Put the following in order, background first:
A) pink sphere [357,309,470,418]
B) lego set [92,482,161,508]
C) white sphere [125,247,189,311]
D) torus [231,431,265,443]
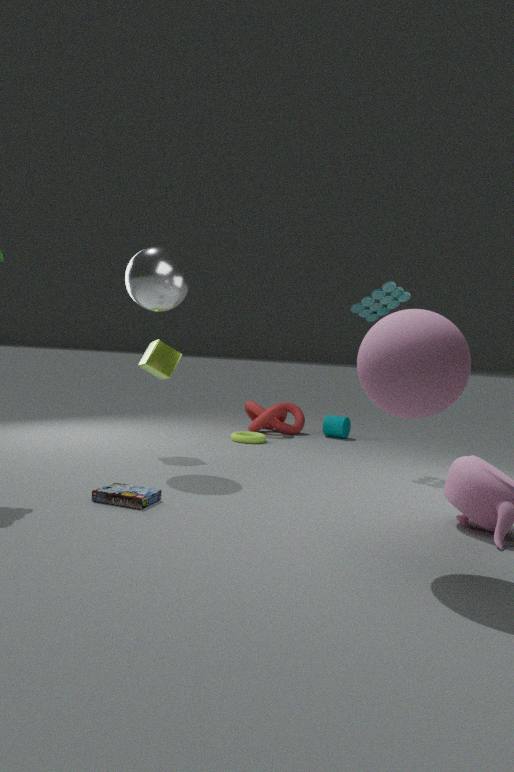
torus [231,431,265,443] → white sphere [125,247,189,311] → lego set [92,482,161,508] → pink sphere [357,309,470,418]
